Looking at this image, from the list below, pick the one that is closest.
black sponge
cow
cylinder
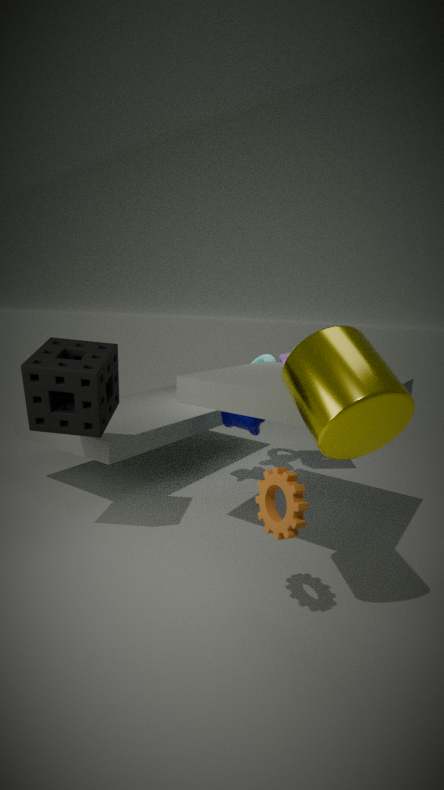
cylinder
